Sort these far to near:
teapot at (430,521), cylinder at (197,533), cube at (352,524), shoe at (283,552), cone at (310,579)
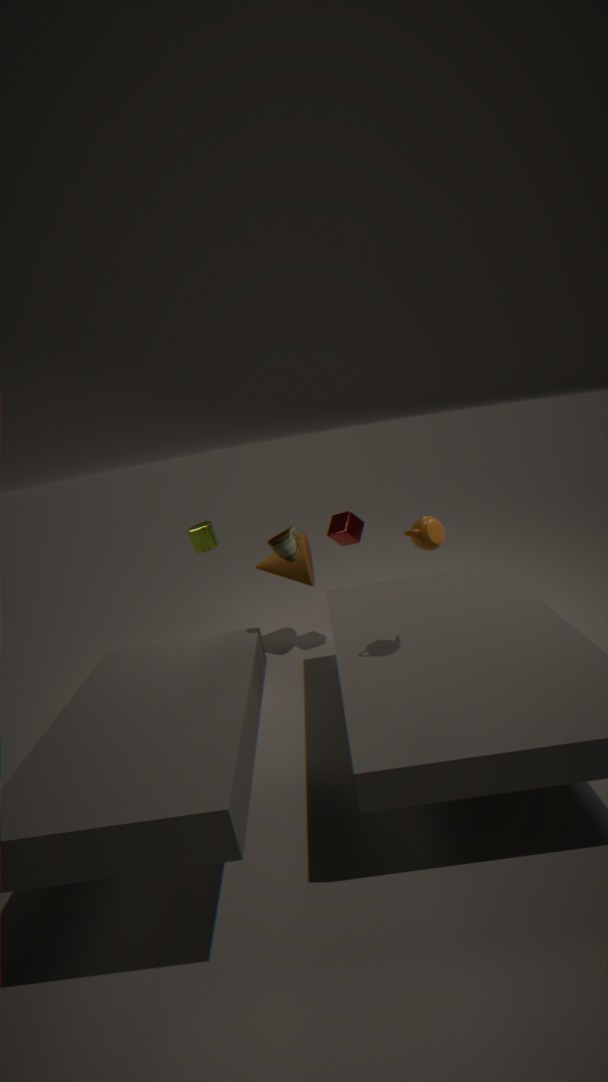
1. cone at (310,579)
2. cube at (352,524)
3. cylinder at (197,533)
4. shoe at (283,552)
5. teapot at (430,521)
